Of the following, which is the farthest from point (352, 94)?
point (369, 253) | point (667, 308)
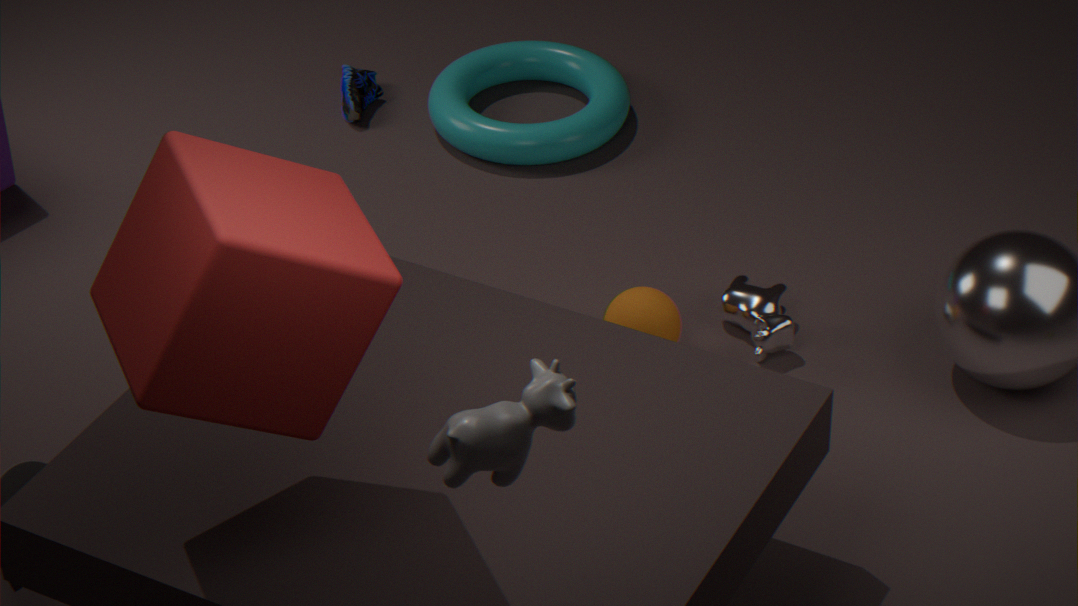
point (369, 253)
